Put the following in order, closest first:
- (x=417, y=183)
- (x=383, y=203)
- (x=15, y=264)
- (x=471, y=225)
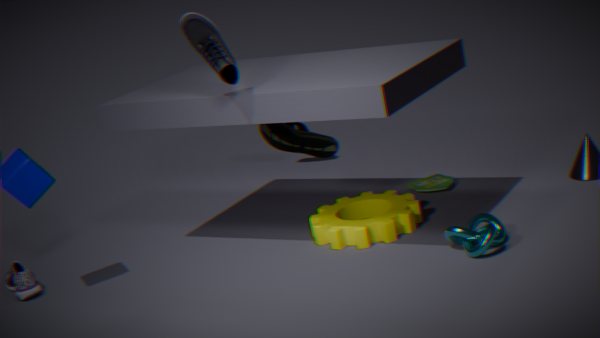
(x=471, y=225) → (x=383, y=203) → (x=15, y=264) → (x=417, y=183)
